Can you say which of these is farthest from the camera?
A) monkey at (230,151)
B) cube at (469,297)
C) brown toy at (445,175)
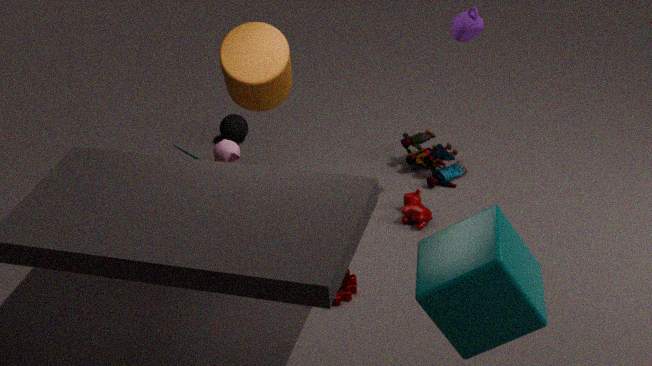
brown toy at (445,175)
